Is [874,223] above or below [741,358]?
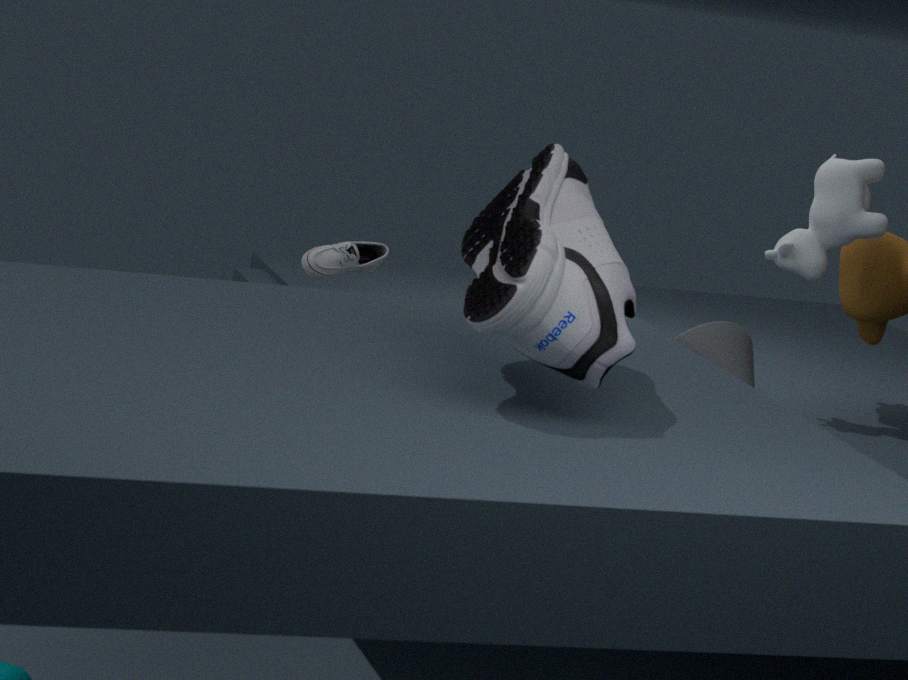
above
